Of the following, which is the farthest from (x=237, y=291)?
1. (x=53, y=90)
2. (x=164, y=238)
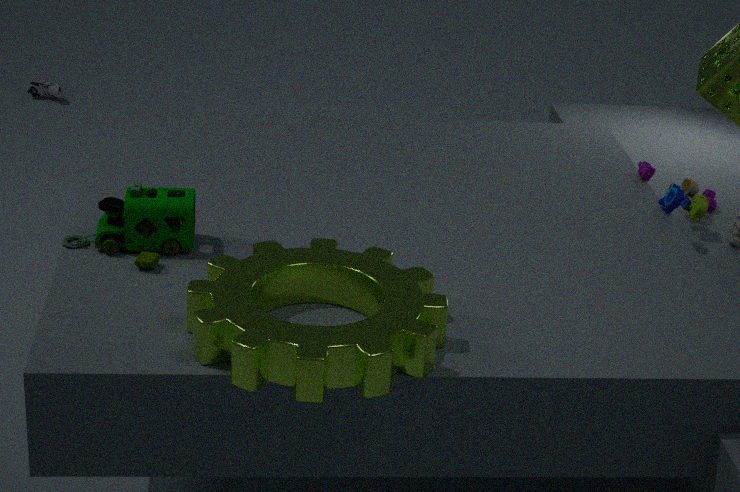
(x=53, y=90)
